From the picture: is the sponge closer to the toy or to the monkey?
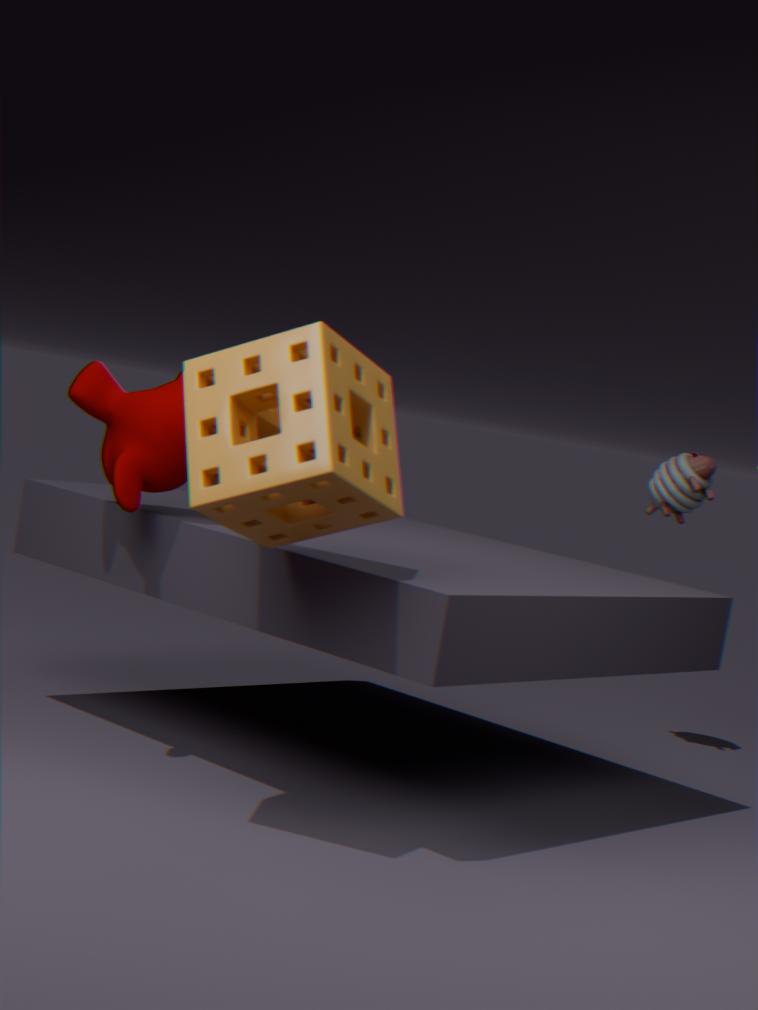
the monkey
